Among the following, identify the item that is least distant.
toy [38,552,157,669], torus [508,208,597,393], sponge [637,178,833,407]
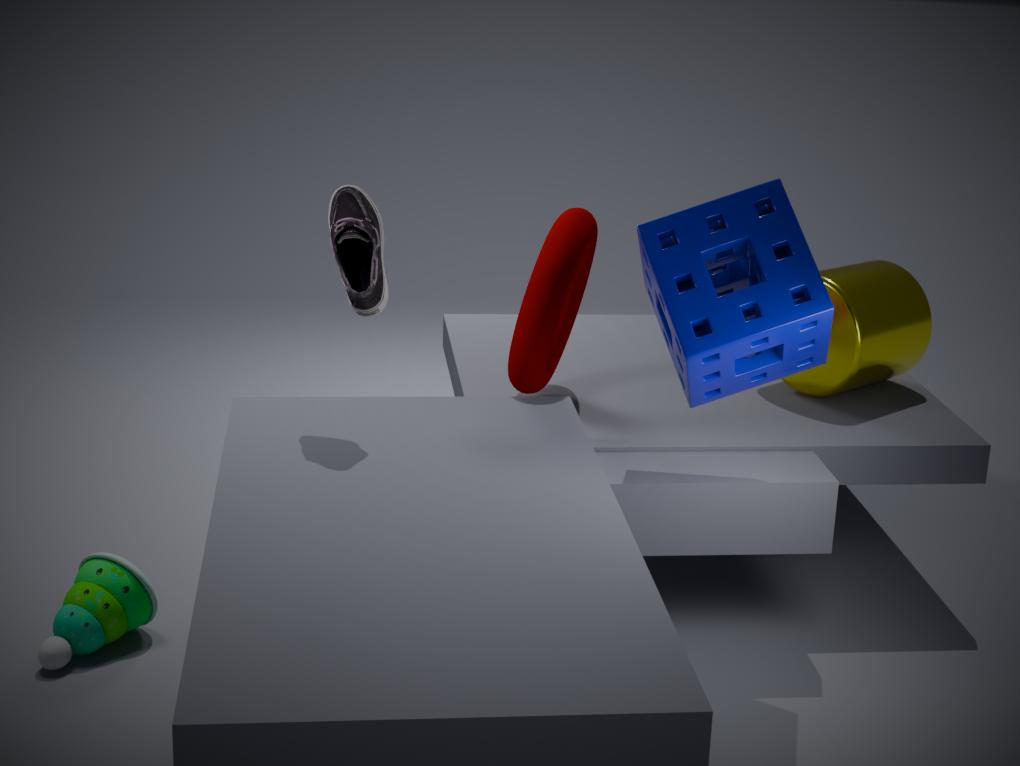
sponge [637,178,833,407]
